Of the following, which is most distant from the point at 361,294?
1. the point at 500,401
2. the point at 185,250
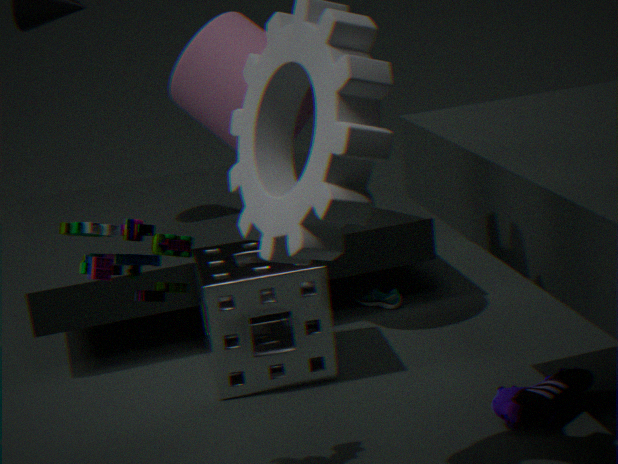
the point at 185,250
